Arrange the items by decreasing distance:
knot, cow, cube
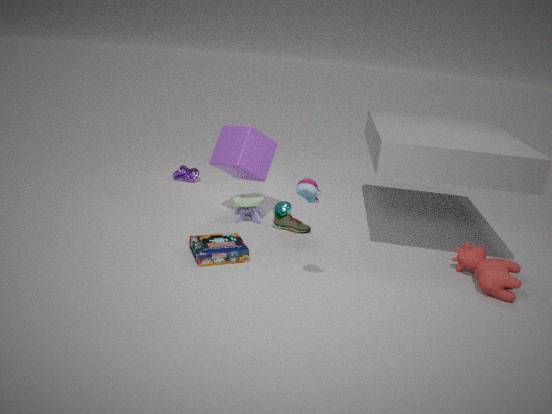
knot
cube
cow
